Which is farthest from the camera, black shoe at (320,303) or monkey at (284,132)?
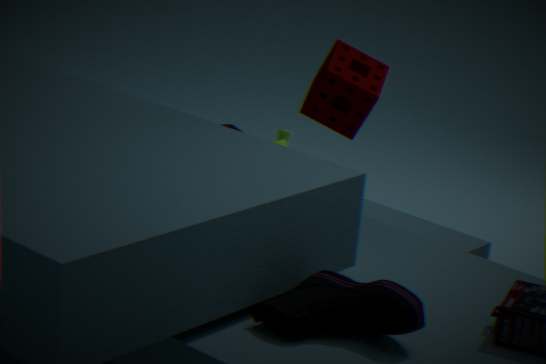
monkey at (284,132)
